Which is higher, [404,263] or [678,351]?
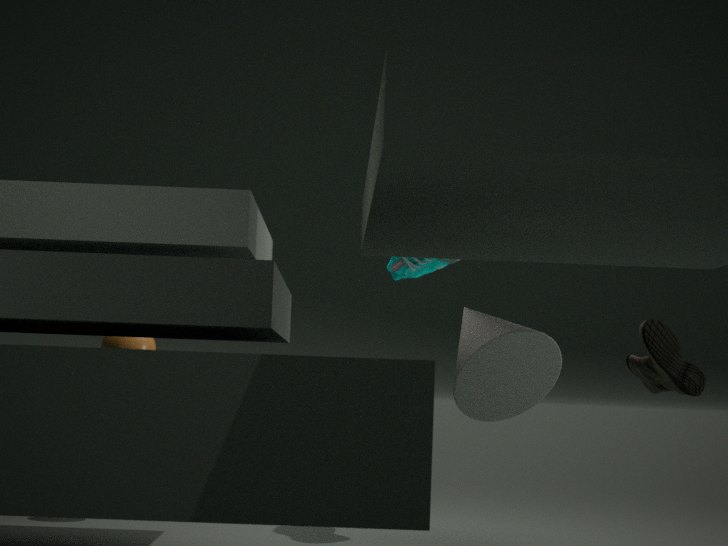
[404,263]
